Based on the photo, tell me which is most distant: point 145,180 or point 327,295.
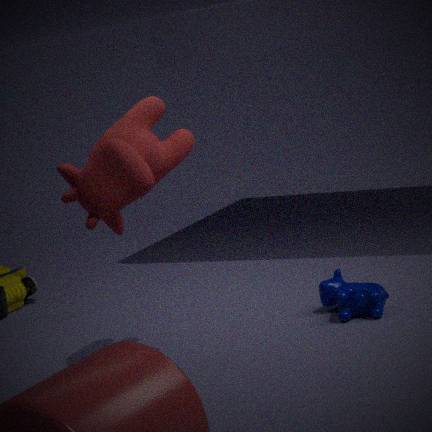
point 327,295
